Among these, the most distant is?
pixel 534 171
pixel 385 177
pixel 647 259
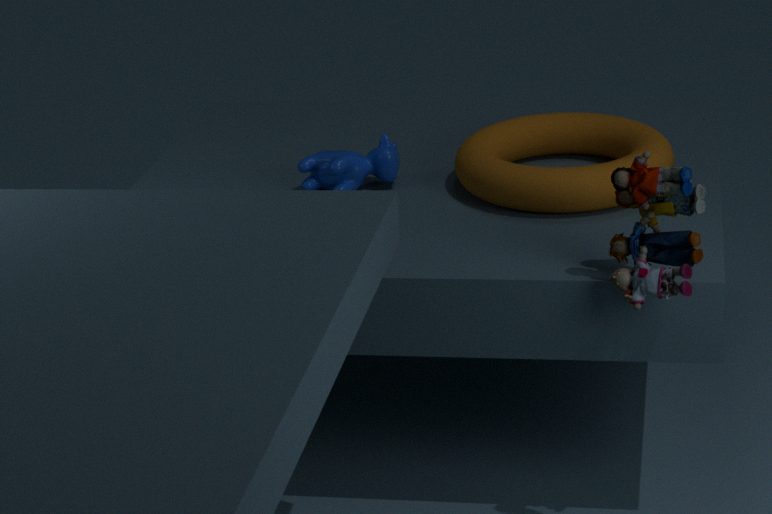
pixel 385 177
